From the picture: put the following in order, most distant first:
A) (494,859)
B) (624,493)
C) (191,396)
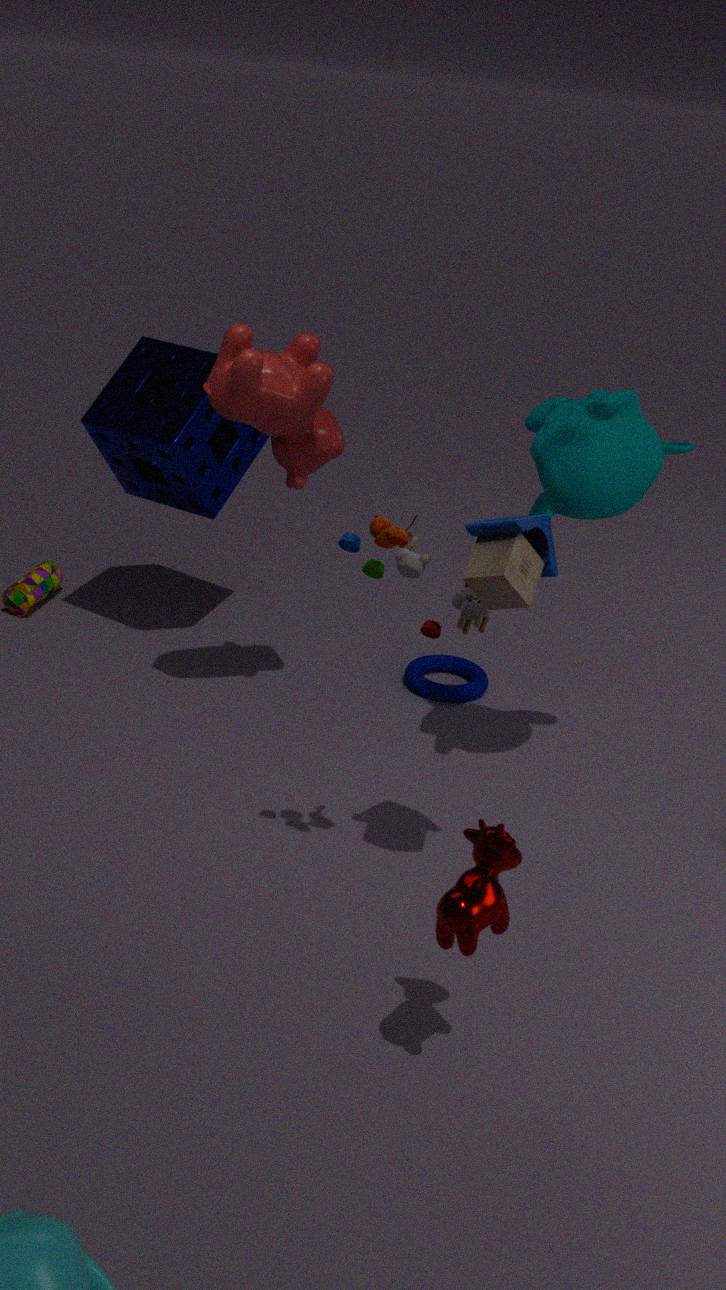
(191,396)
(624,493)
(494,859)
